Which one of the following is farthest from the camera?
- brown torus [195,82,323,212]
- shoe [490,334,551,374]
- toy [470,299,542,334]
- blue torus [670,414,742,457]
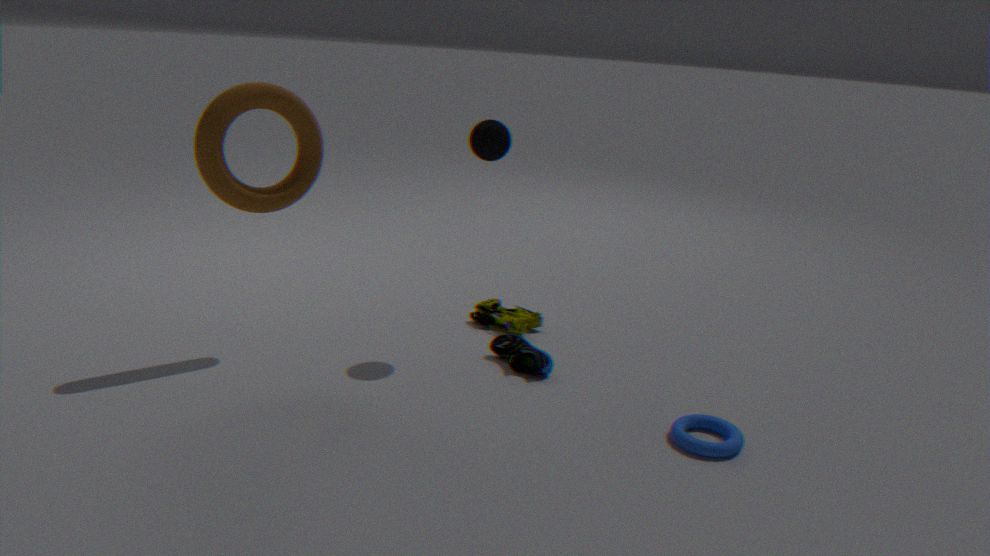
toy [470,299,542,334]
